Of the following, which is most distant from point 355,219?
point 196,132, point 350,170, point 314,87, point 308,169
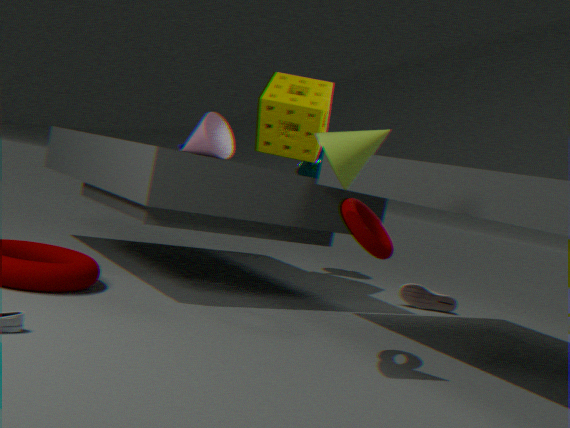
point 308,169
